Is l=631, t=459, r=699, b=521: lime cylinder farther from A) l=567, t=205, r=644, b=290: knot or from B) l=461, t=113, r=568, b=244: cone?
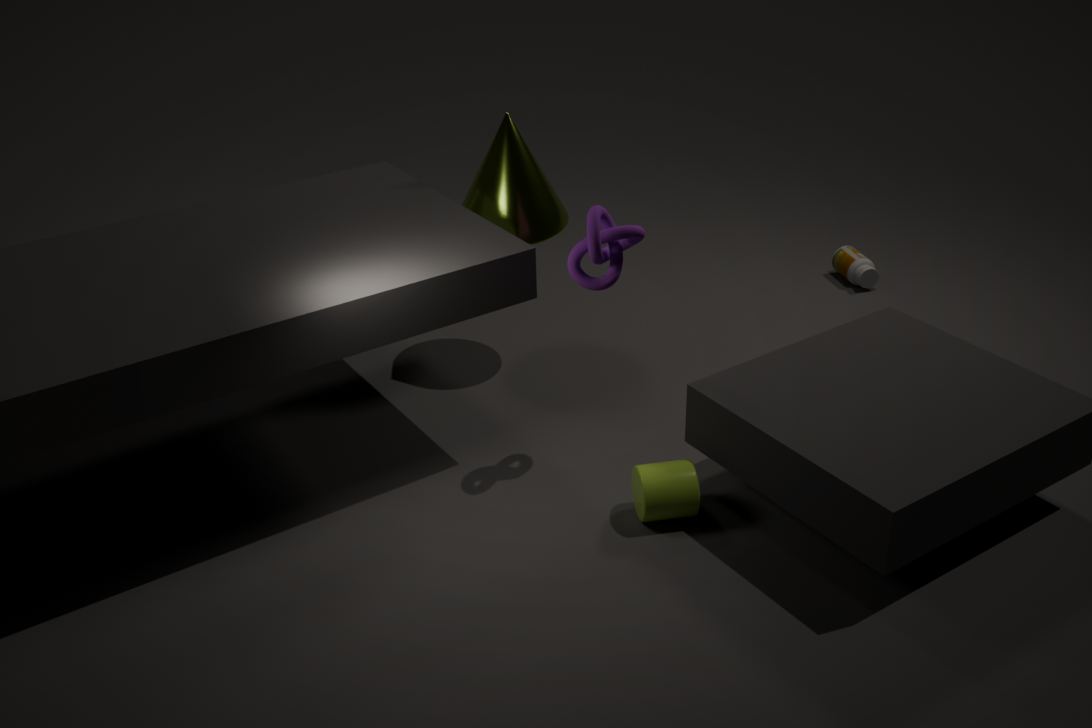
B) l=461, t=113, r=568, b=244: cone
